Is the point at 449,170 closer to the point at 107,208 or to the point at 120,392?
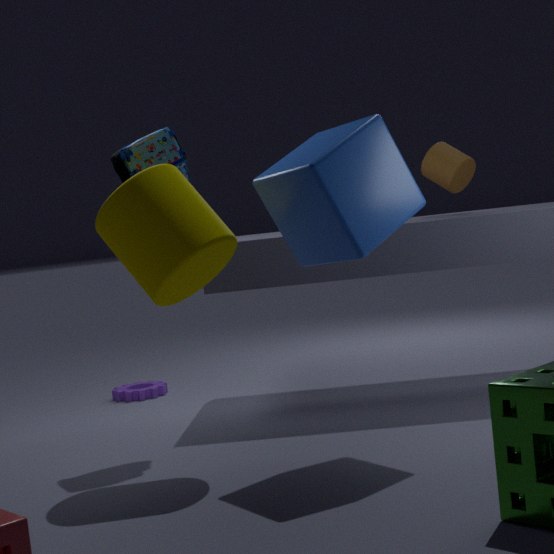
the point at 107,208
